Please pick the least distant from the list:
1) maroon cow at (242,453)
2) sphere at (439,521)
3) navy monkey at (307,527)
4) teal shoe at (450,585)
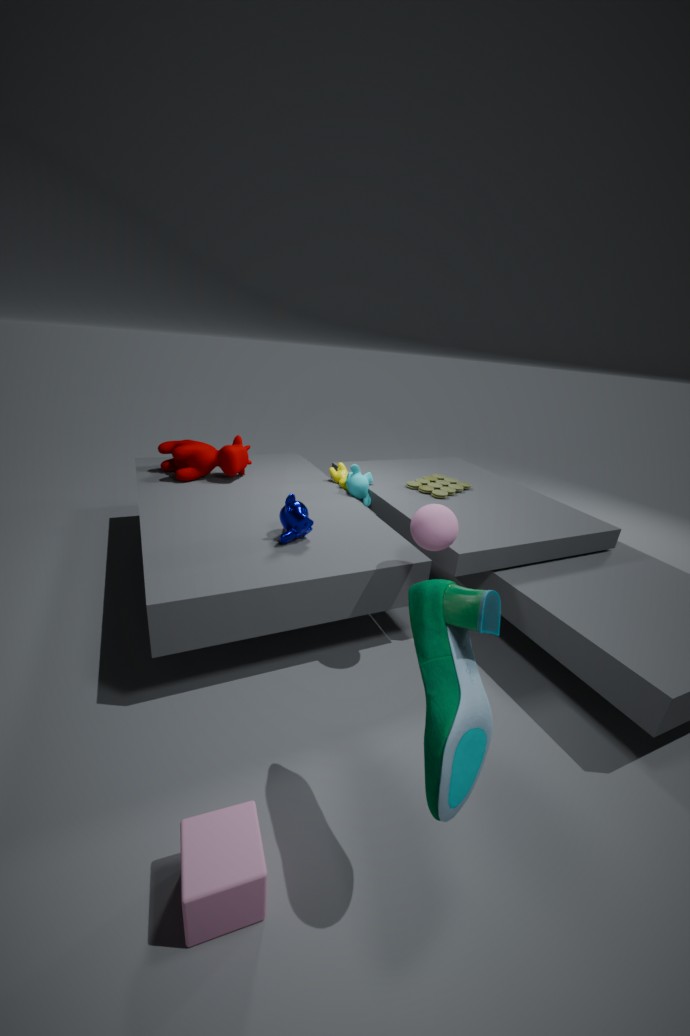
4. teal shoe at (450,585)
